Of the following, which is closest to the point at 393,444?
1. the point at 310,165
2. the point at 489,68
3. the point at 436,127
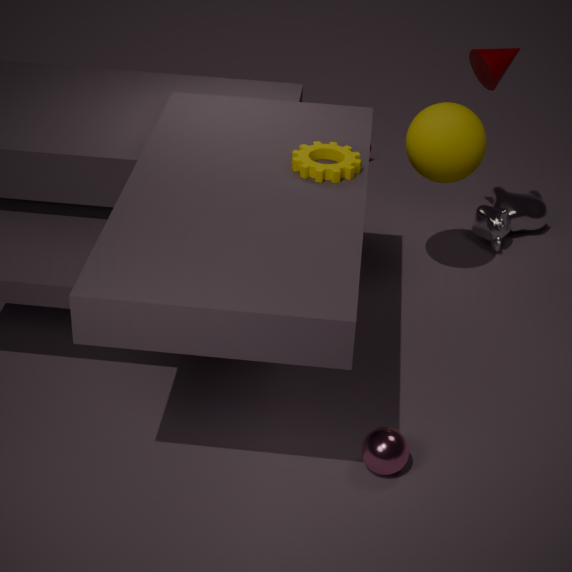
the point at 310,165
